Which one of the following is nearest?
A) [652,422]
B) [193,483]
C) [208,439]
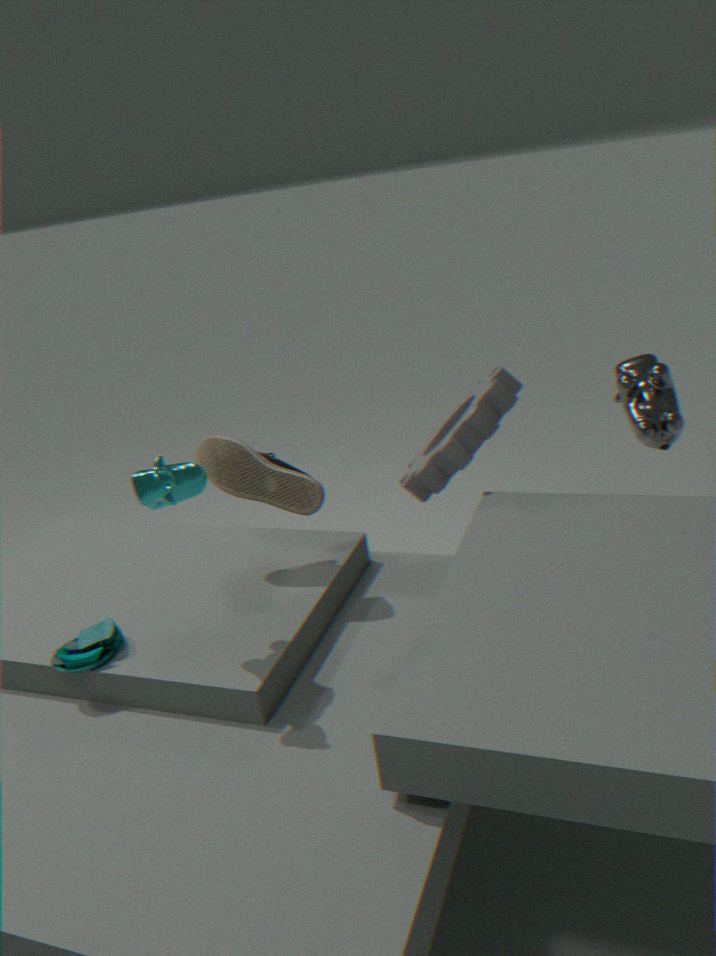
[193,483]
